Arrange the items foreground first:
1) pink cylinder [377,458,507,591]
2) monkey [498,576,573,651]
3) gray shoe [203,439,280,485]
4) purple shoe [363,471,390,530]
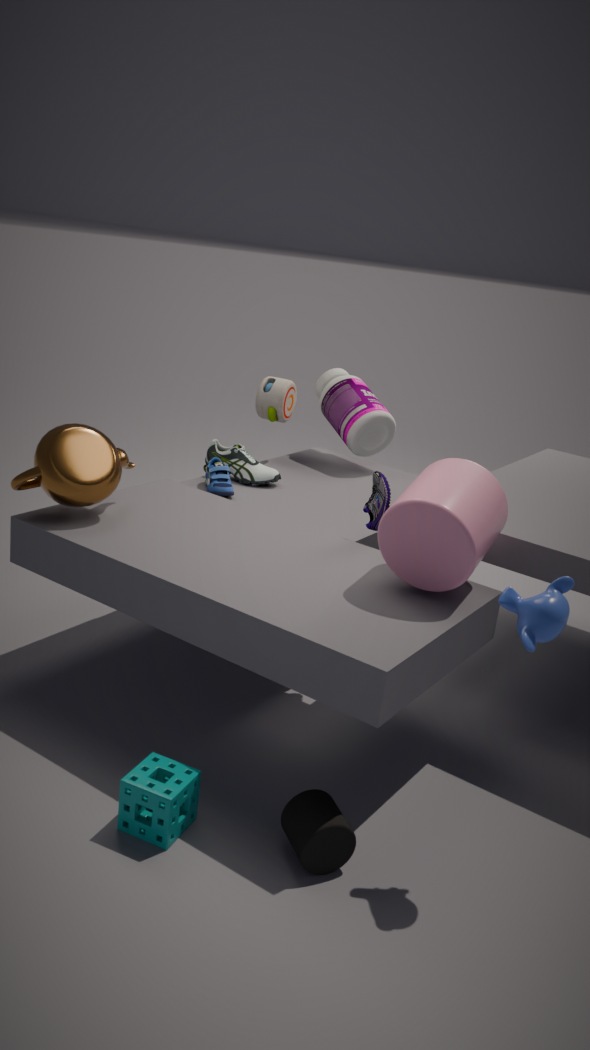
2. monkey [498,576,573,651] < 1. pink cylinder [377,458,507,591] < 4. purple shoe [363,471,390,530] < 3. gray shoe [203,439,280,485]
